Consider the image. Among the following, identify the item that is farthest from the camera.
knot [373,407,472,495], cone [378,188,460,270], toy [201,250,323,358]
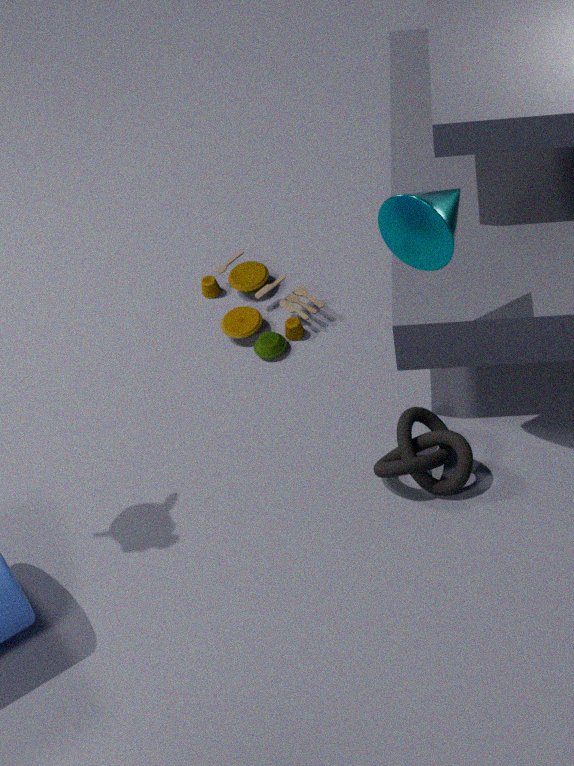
toy [201,250,323,358]
